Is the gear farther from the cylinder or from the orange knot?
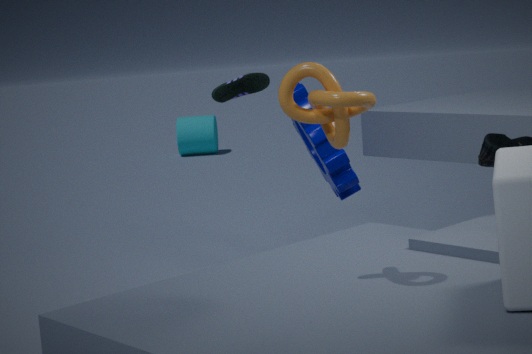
the cylinder
